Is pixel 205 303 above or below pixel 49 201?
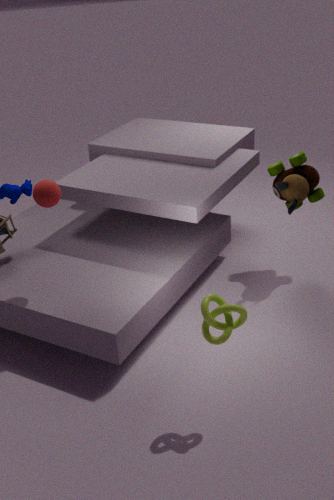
below
